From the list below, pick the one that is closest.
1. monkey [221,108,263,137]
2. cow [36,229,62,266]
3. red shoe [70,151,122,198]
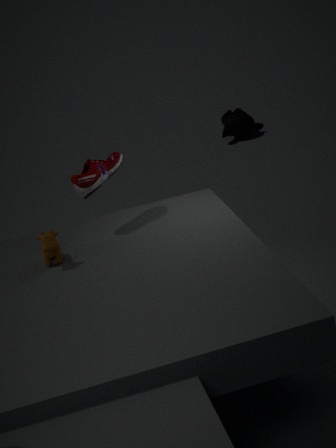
cow [36,229,62,266]
